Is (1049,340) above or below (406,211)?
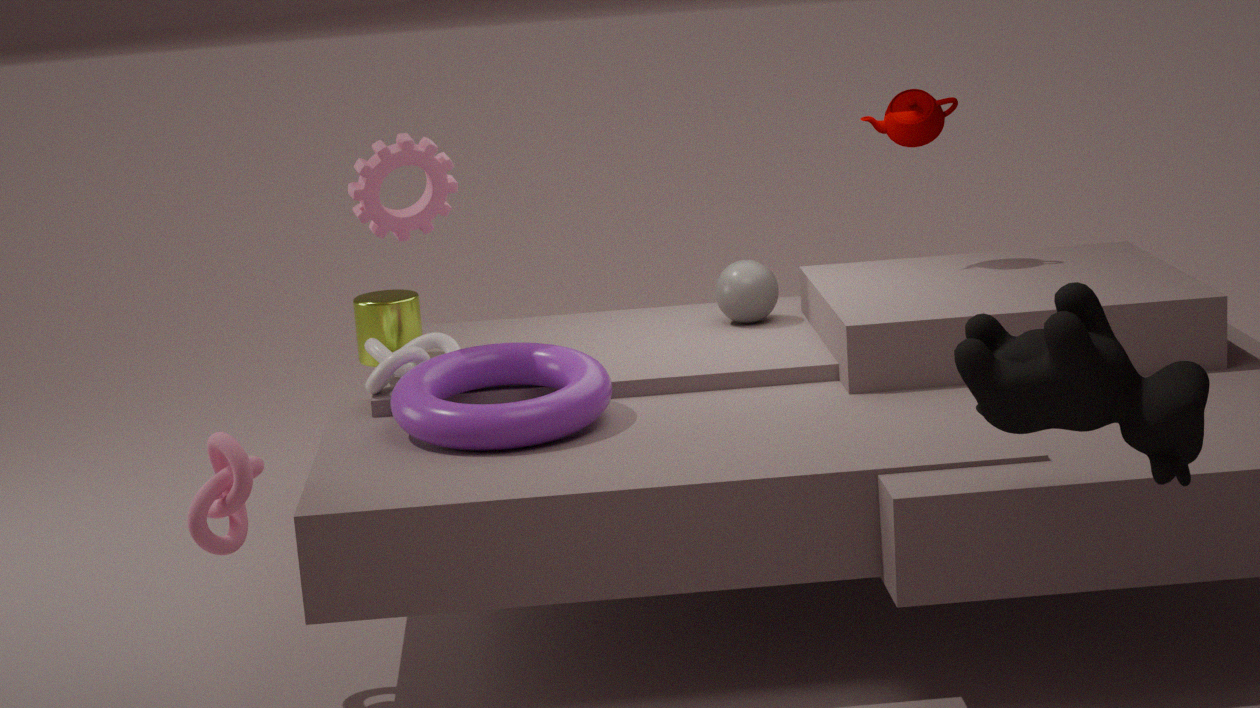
below
